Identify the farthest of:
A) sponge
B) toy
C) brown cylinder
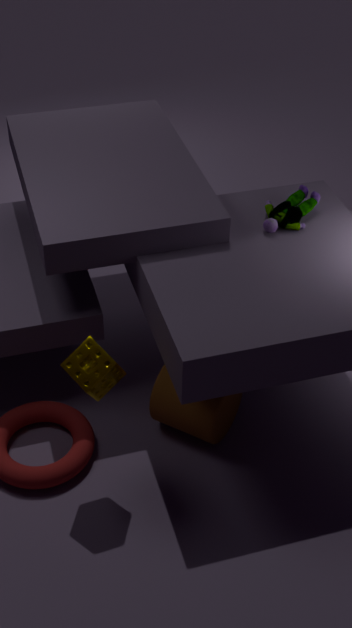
toy
